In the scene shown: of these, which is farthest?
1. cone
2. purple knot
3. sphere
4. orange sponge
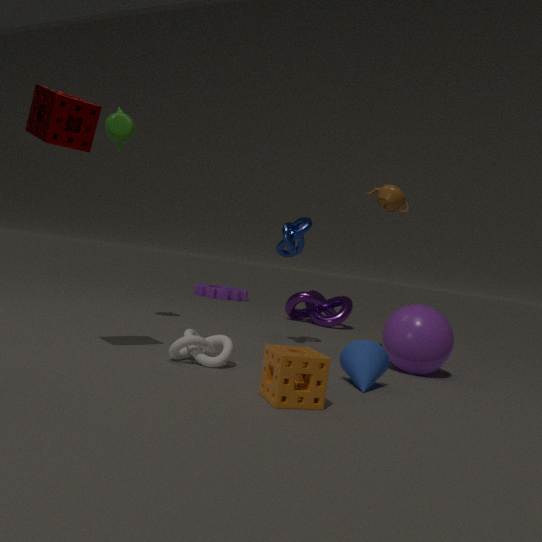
purple knot
